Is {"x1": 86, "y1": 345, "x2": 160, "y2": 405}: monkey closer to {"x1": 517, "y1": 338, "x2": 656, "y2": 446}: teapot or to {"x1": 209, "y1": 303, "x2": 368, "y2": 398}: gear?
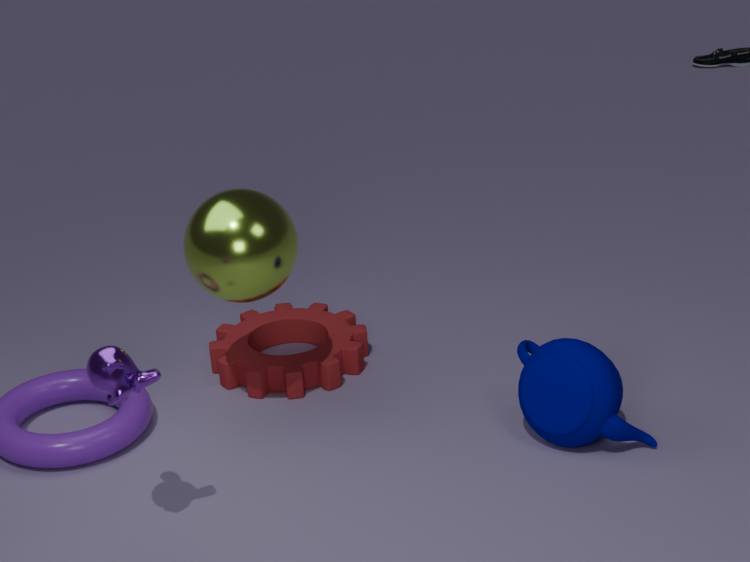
{"x1": 209, "y1": 303, "x2": 368, "y2": 398}: gear
